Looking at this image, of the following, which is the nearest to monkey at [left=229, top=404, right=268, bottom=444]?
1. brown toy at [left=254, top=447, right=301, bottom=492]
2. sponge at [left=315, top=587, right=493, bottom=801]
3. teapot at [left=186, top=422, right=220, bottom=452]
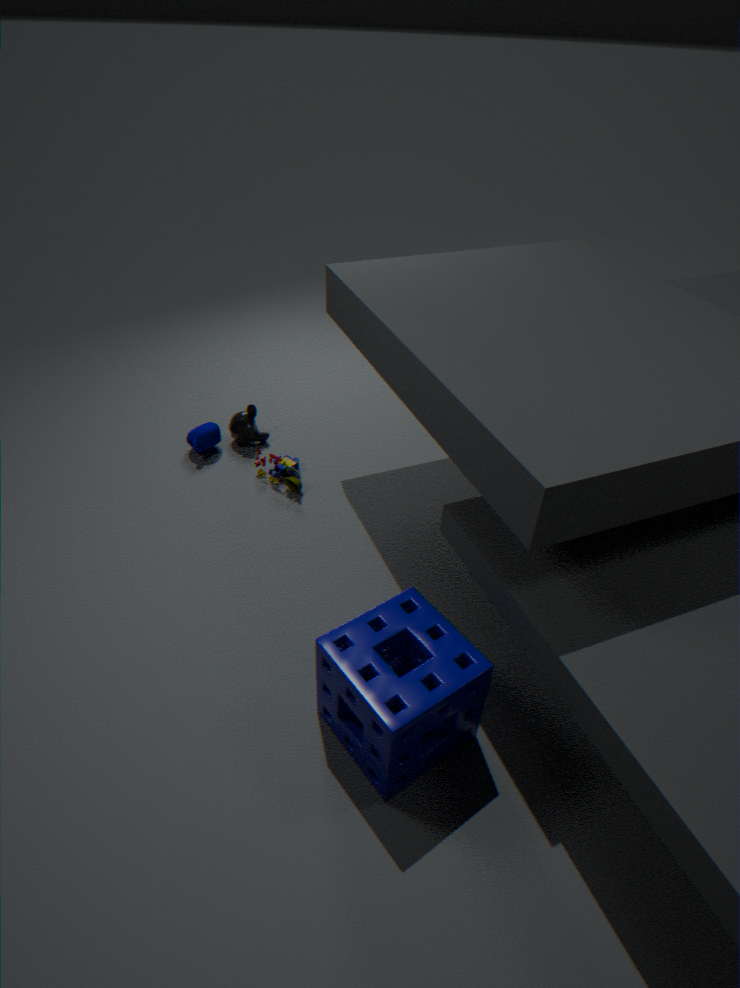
teapot at [left=186, top=422, right=220, bottom=452]
